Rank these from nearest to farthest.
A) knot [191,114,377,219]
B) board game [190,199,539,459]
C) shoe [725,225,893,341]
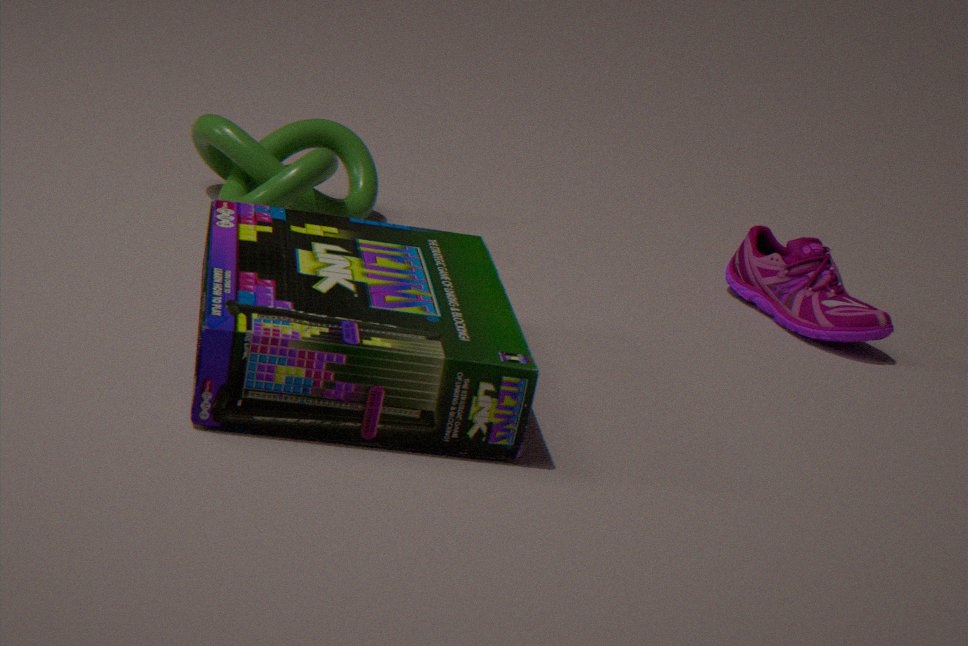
board game [190,199,539,459] < knot [191,114,377,219] < shoe [725,225,893,341]
